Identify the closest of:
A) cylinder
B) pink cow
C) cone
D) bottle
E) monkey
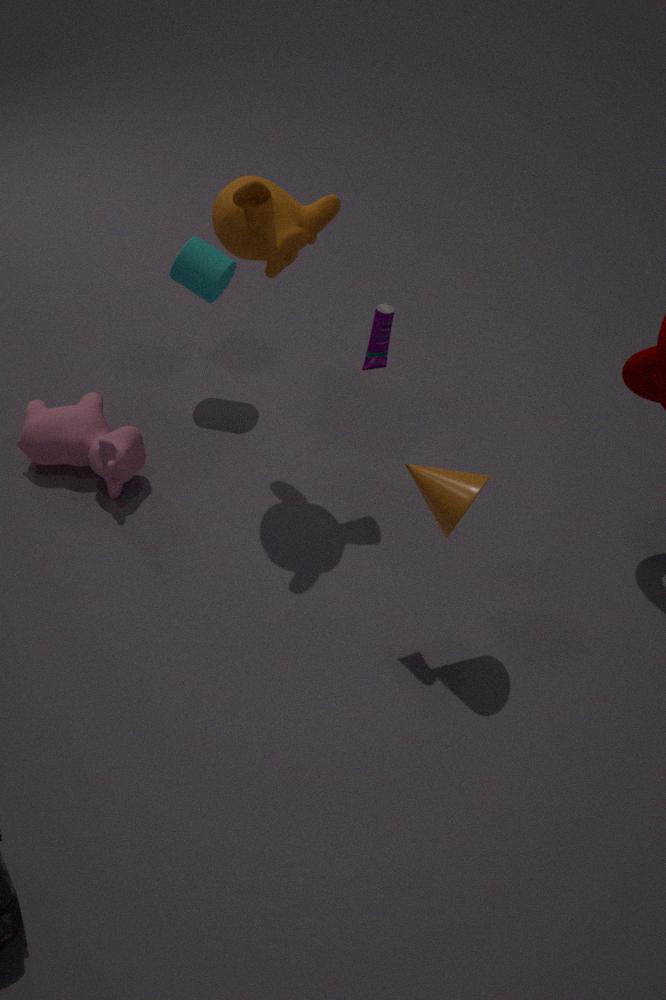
D. bottle
